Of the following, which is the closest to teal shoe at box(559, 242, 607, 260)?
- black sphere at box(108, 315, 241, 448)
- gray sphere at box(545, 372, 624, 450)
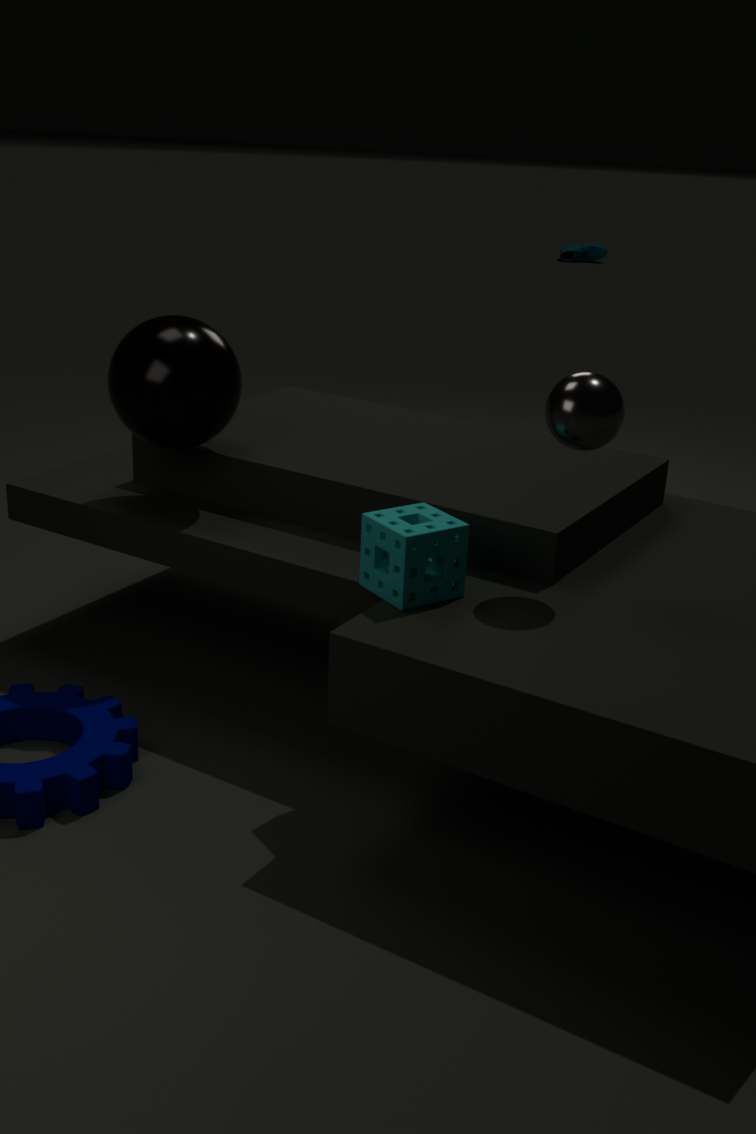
black sphere at box(108, 315, 241, 448)
